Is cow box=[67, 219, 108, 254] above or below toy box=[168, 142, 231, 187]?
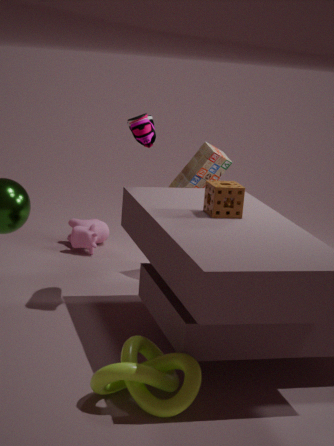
below
